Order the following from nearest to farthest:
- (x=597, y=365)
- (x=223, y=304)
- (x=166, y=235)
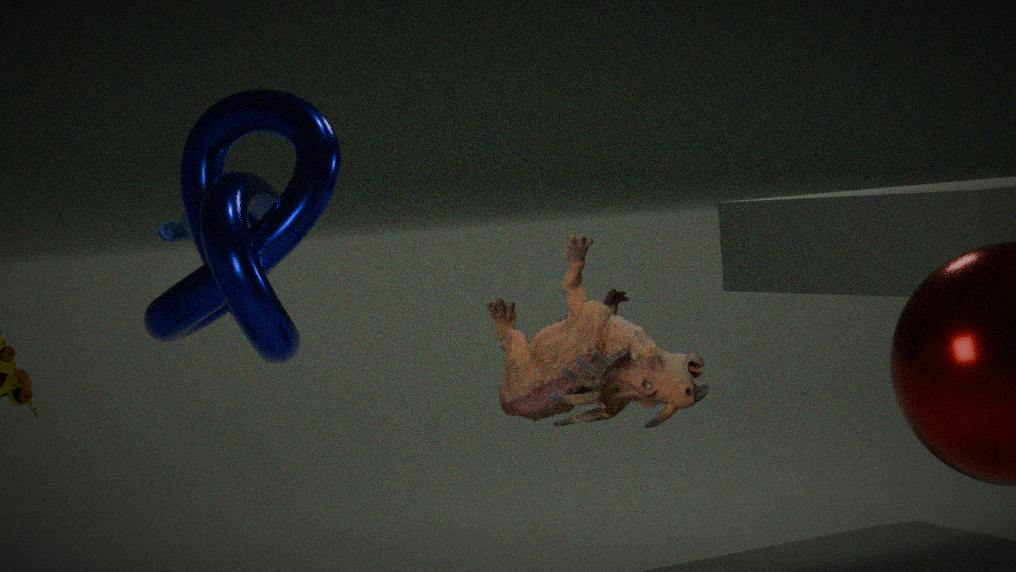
(x=597, y=365), (x=223, y=304), (x=166, y=235)
